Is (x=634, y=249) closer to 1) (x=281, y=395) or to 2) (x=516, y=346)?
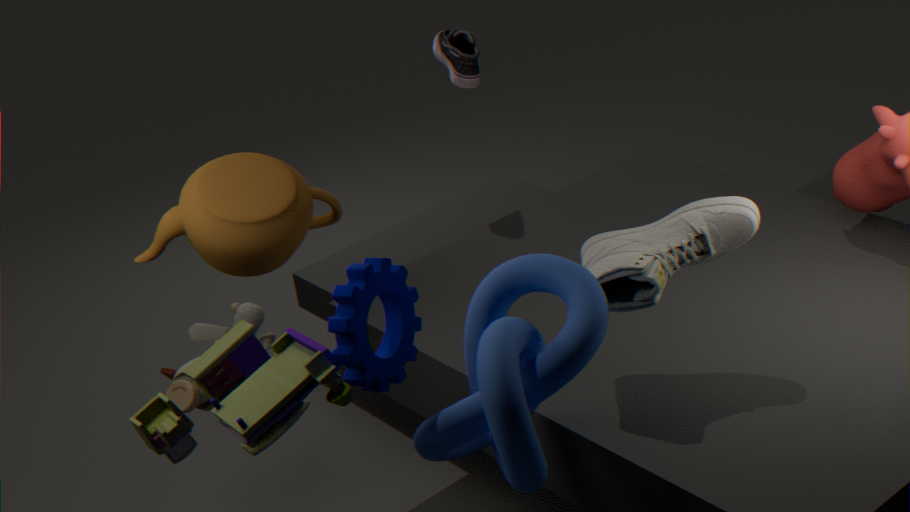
2) (x=516, y=346)
